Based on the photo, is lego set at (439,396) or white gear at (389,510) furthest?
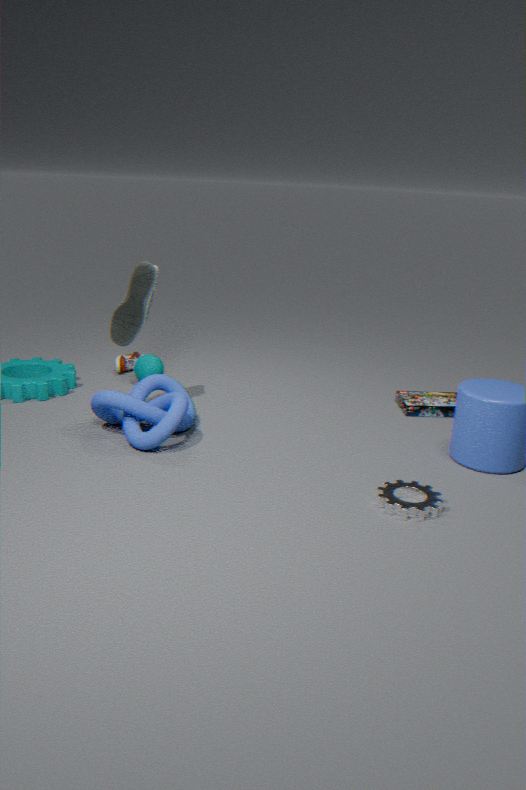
lego set at (439,396)
